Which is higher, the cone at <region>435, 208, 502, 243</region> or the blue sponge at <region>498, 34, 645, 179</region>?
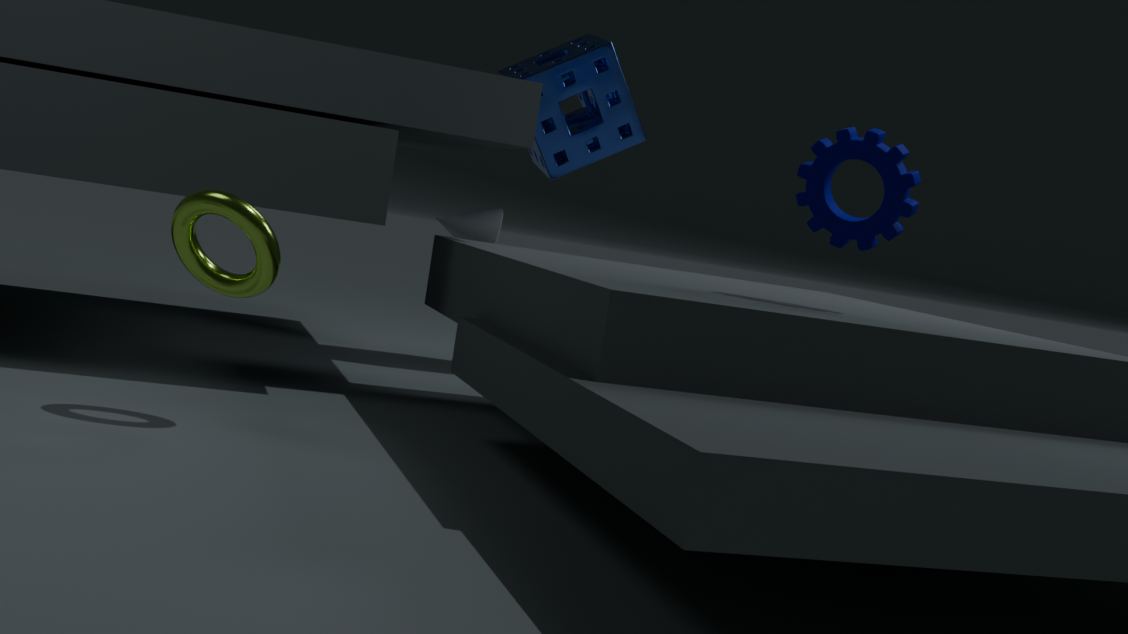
the blue sponge at <region>498, 34, 645, 179</region>
